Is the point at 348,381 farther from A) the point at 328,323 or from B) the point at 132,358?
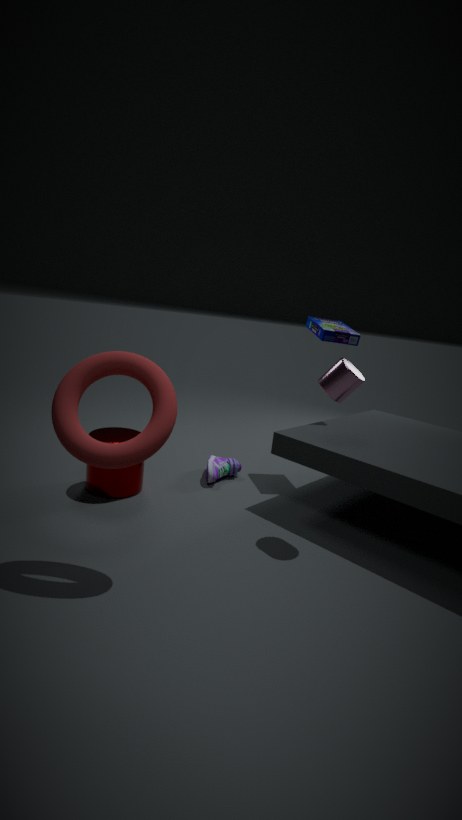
B) the point at 132,358
